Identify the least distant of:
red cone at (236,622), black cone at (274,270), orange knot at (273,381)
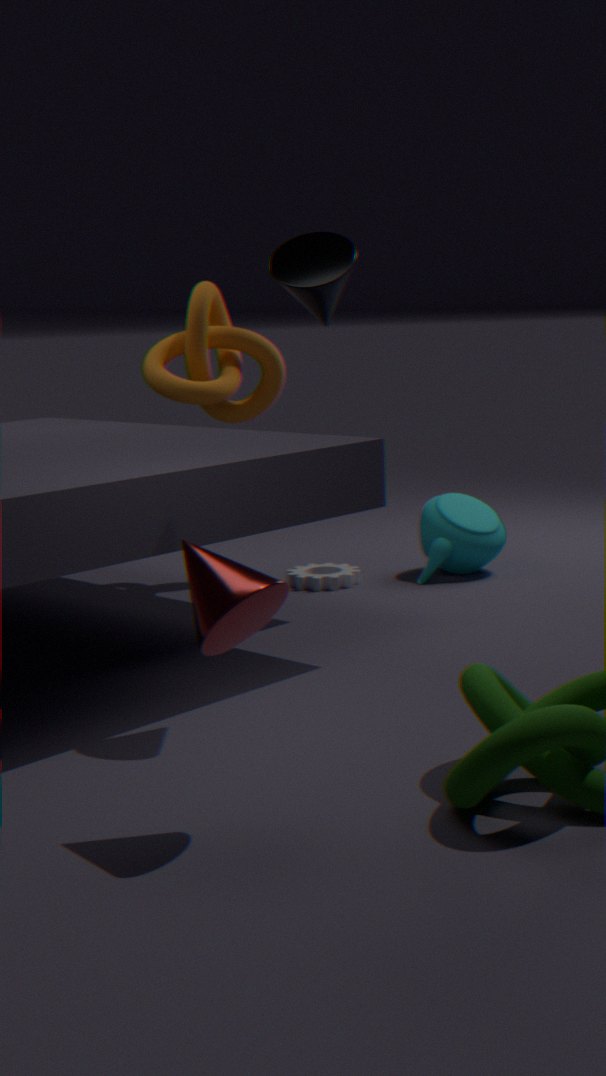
red cone at (236,622)
